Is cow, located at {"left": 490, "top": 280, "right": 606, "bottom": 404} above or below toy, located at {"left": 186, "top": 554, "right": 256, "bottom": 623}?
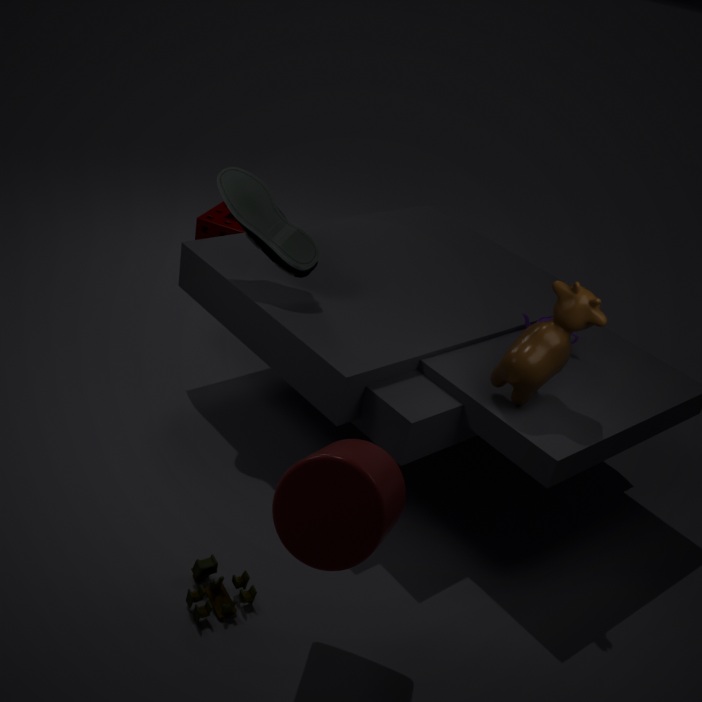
above
